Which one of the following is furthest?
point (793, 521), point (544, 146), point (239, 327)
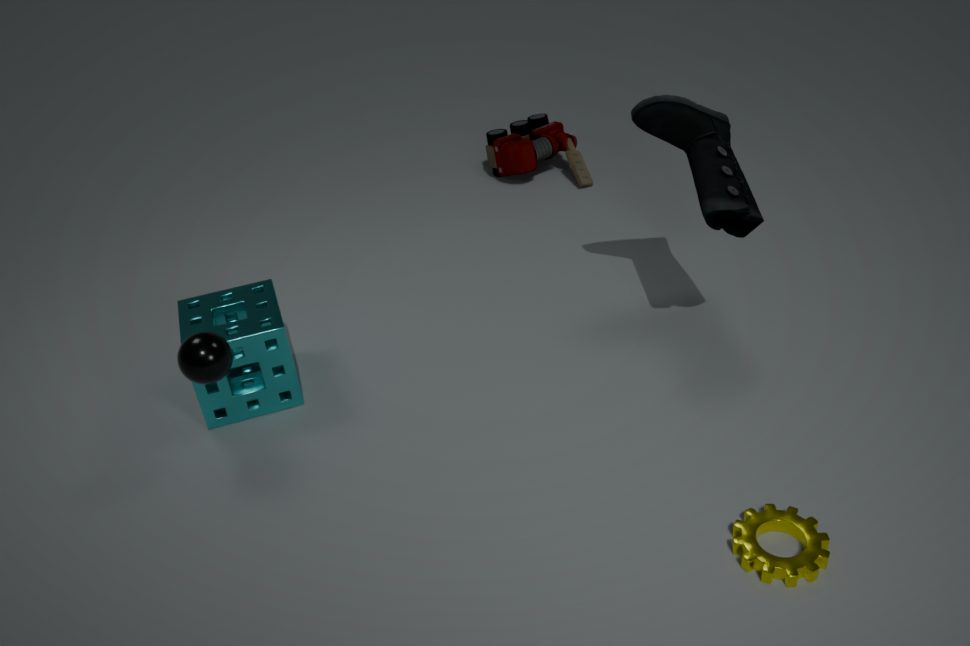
point (544, 146)
